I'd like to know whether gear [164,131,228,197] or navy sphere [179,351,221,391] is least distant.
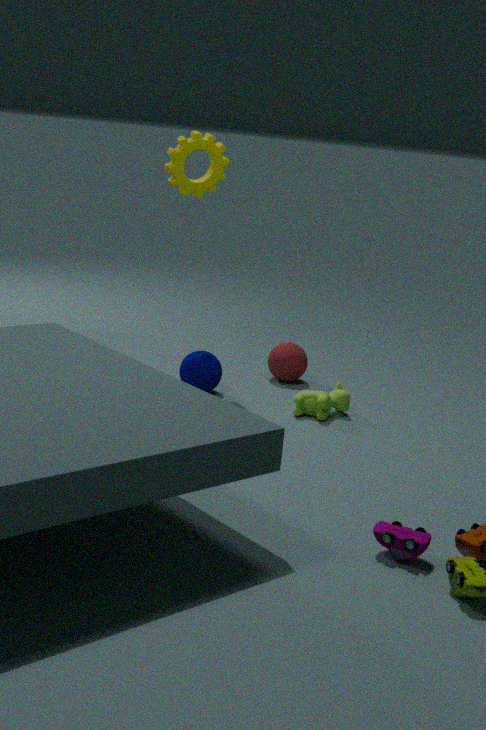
gear [164,131,228,197]
